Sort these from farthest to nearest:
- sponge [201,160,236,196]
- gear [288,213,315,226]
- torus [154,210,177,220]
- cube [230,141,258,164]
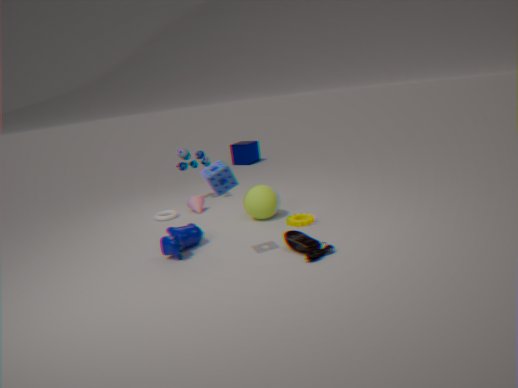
1. cube [230,141,258,164]
2. torus [154,210,177,220]
3. gear [288,213,315,226]
4. sponge [201,160,236,196]
